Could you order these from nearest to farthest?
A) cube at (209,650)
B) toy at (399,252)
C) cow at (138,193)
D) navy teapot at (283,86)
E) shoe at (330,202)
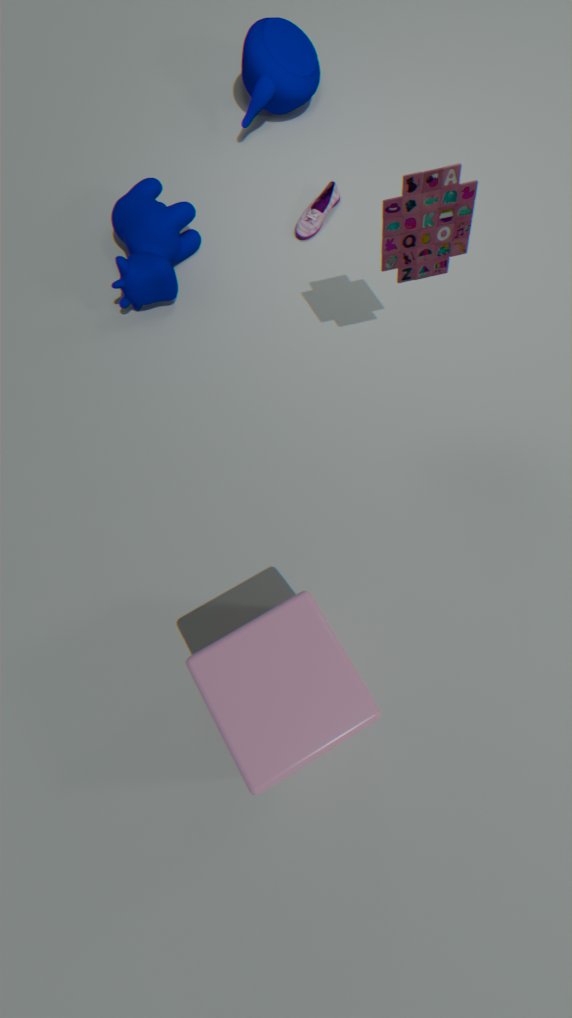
cube at (209,650) → toy at (399,252) → cow at (138,193) → navy teapot at (283,86) → shoe at (330,202)
